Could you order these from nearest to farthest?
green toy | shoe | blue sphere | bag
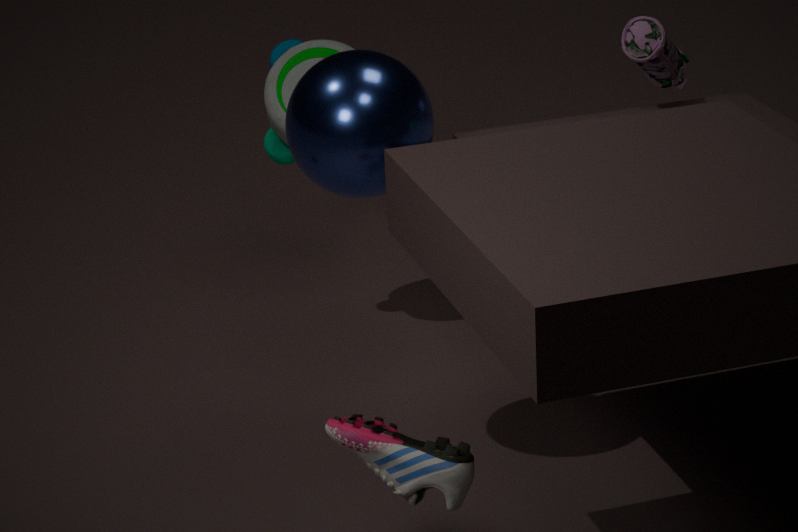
shoe < blue sphere < bag < green toy
